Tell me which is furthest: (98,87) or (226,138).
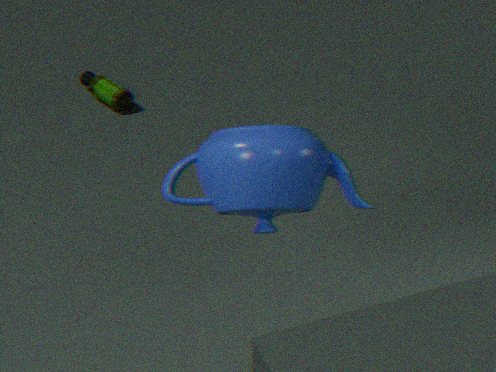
(98,87)
